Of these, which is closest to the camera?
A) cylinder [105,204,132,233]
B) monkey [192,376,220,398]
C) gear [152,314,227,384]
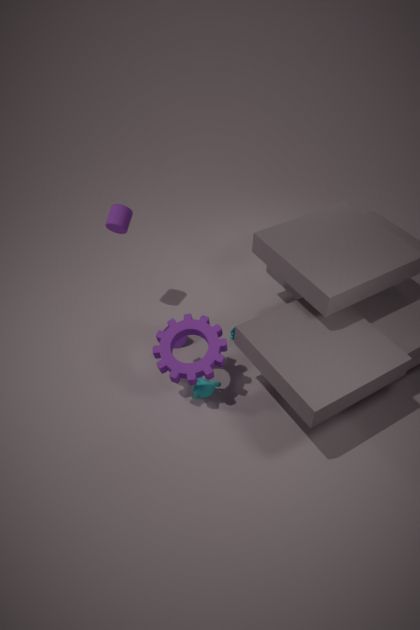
gear [152,314,227,384]
